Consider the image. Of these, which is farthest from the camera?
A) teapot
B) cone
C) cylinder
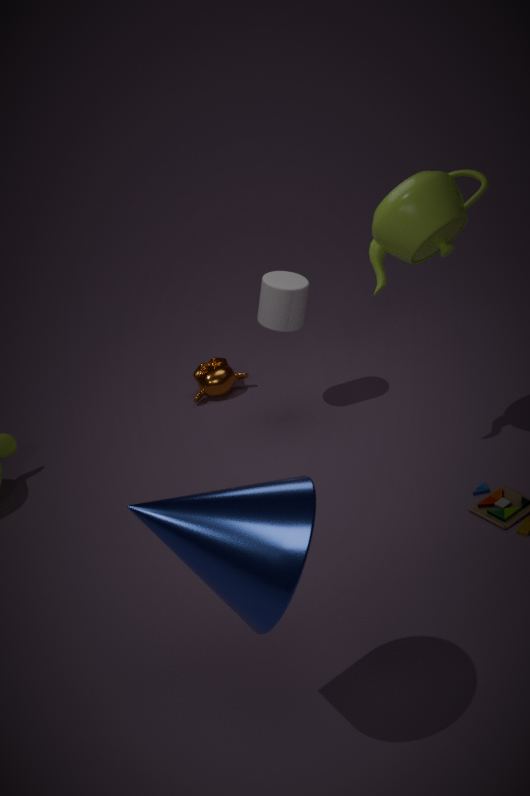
cylinder
